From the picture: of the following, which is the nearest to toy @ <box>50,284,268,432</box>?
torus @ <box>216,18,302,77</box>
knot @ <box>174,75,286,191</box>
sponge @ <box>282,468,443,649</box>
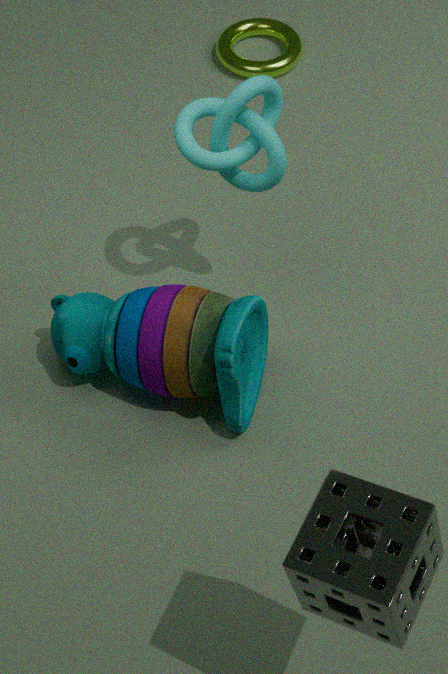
knot @ <box>174,75,286,191</box>
